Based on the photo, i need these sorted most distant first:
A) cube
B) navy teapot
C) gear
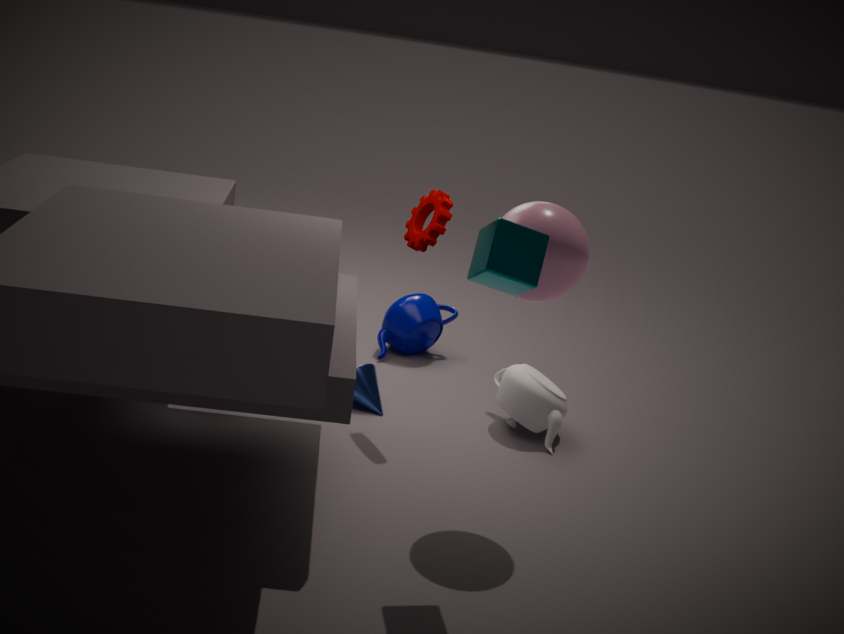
navy teapot
gear
cube
